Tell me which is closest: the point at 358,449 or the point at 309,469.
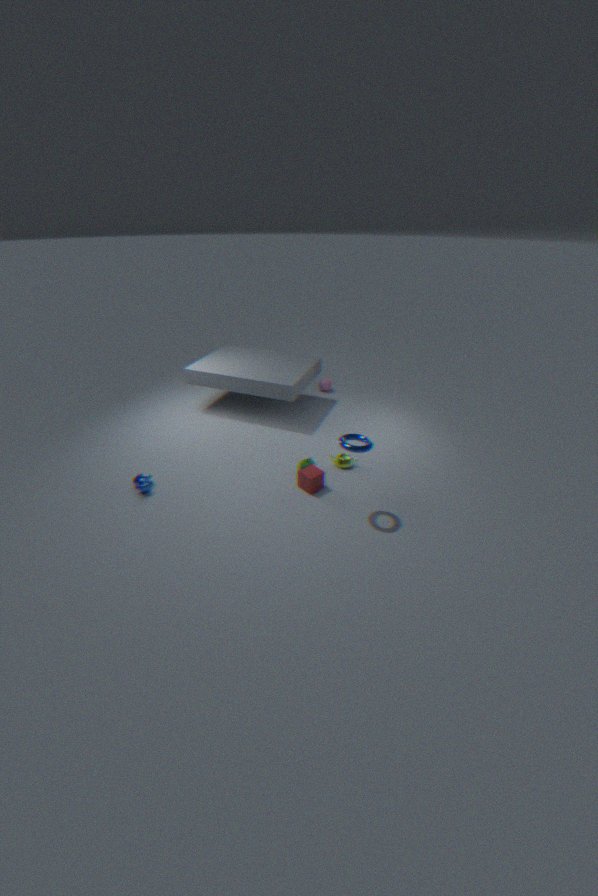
the point at 358,449
